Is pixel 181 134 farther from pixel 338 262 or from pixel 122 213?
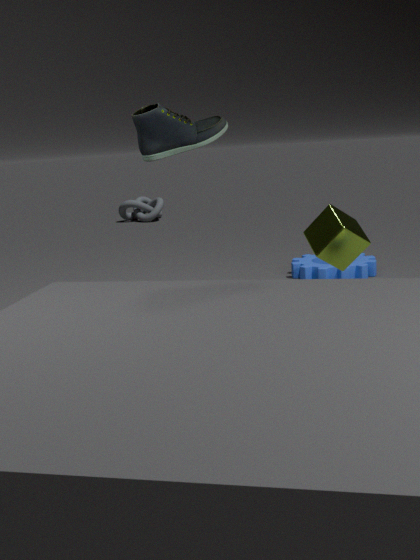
pixel 122 213
